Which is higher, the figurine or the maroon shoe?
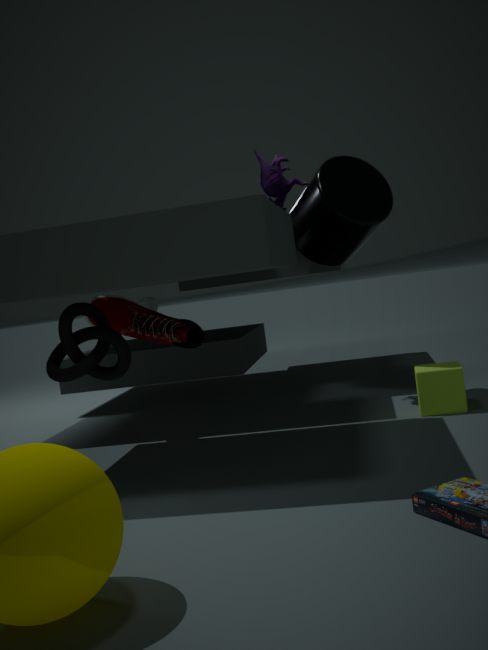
the figurine
